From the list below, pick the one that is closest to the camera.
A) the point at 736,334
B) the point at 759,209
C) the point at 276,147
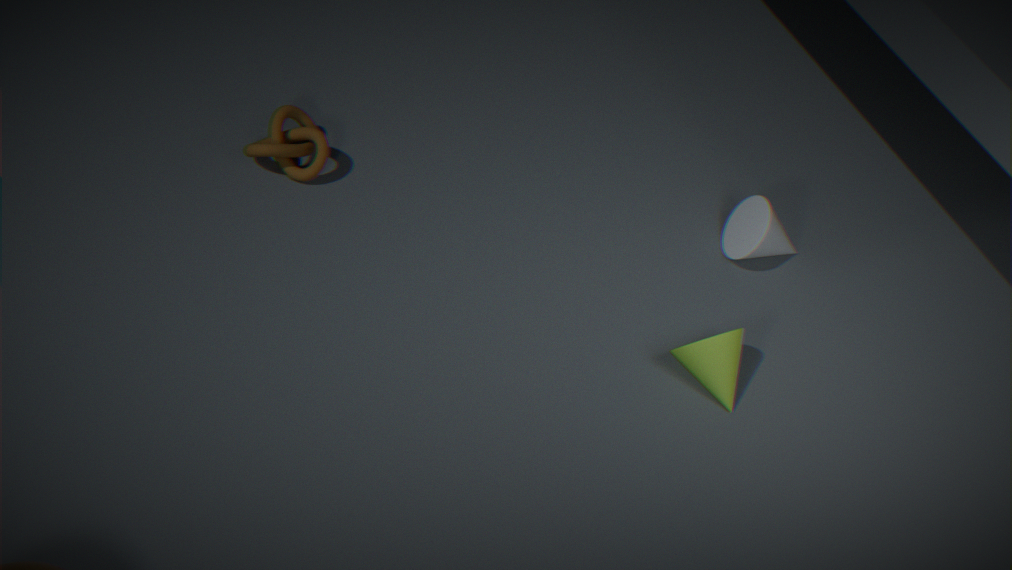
the point at 736,334
